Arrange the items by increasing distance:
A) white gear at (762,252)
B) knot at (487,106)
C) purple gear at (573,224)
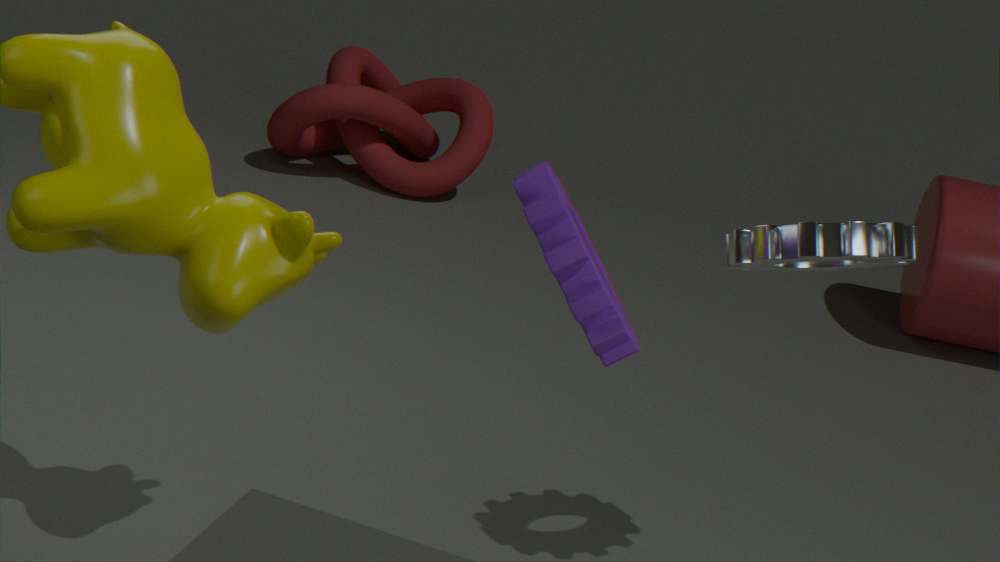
purple gear at (573,224), white gear at (762,252), knot at (487,106)
